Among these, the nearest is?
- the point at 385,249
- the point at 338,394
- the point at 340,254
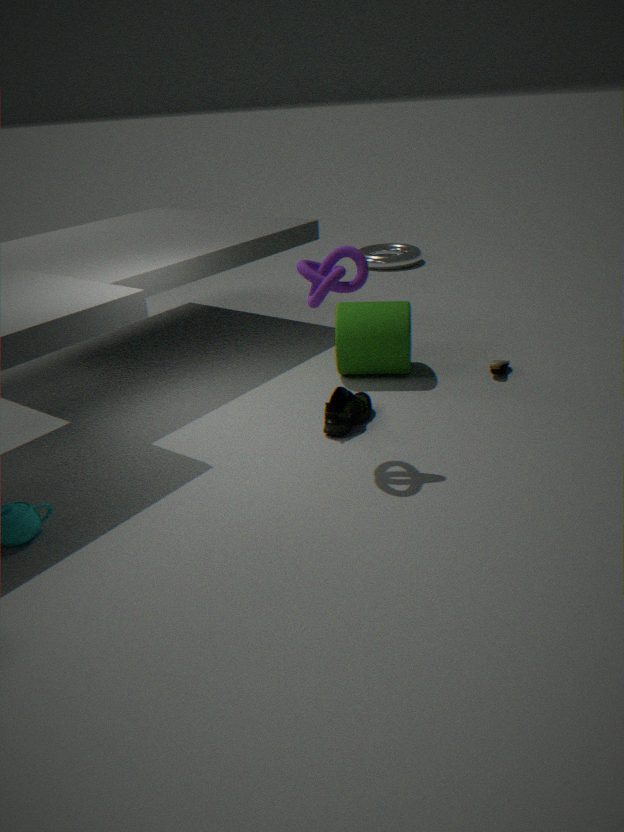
the point at 340,254
